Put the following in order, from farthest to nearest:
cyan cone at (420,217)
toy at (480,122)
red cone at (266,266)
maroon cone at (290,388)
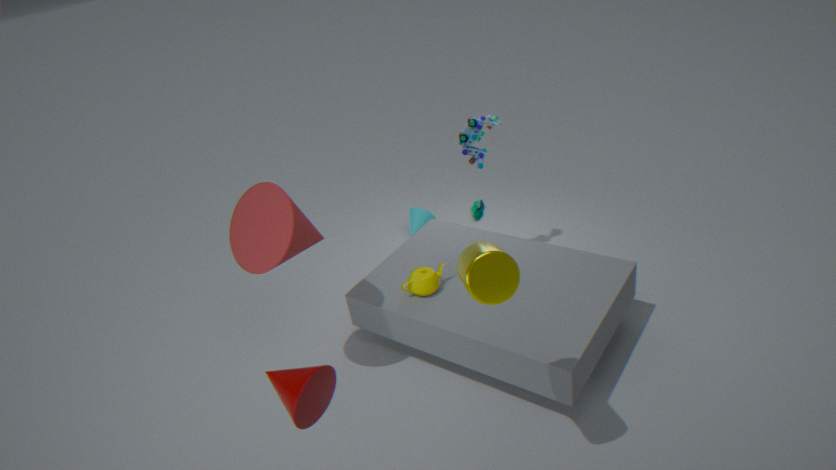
cyan cone at (420,217), toy at (480,122), red cone at (266,266), maroon cone at (290,388)
